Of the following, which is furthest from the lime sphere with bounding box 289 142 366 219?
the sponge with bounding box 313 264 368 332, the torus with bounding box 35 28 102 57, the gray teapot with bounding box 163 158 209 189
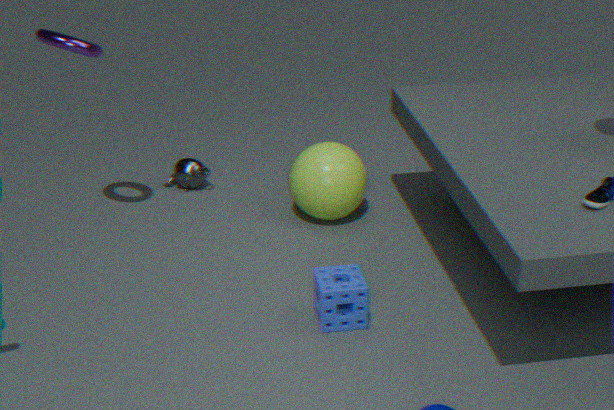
the torus with bounding box 35 28 102 57
